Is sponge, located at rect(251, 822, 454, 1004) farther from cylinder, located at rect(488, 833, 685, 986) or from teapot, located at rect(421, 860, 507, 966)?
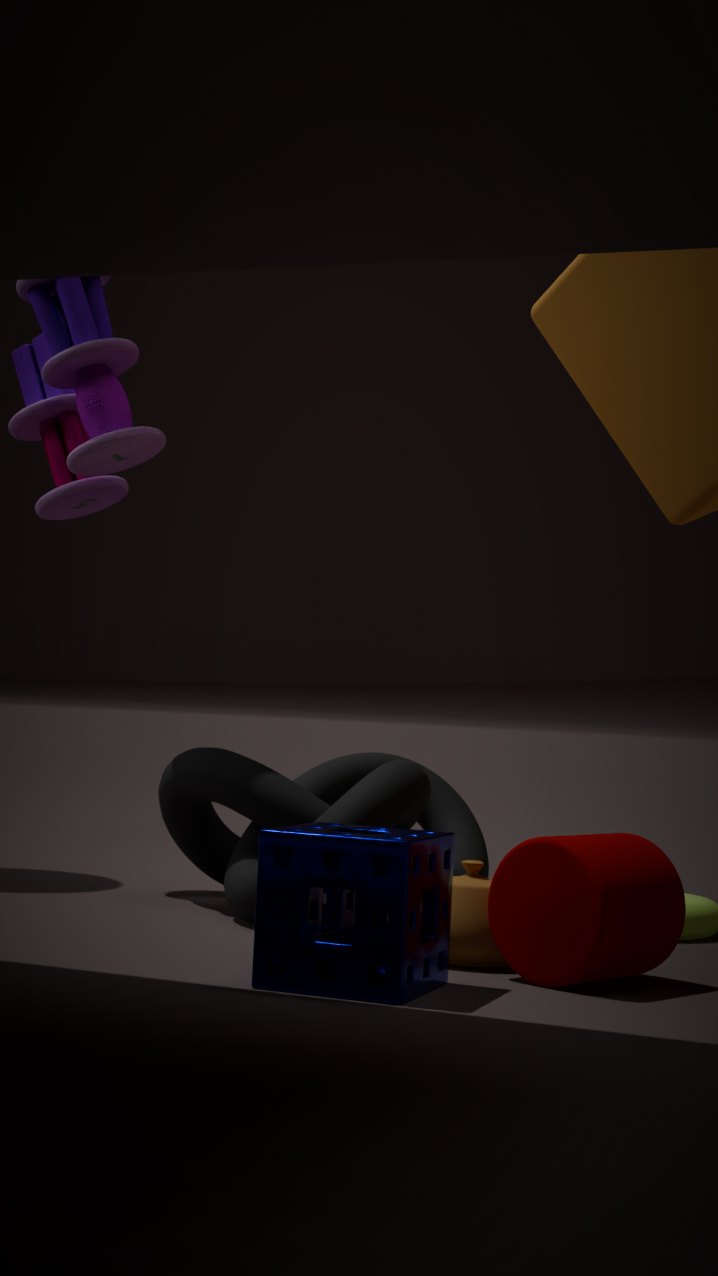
cylinder, located at rect(488, 833, 685, 986)
